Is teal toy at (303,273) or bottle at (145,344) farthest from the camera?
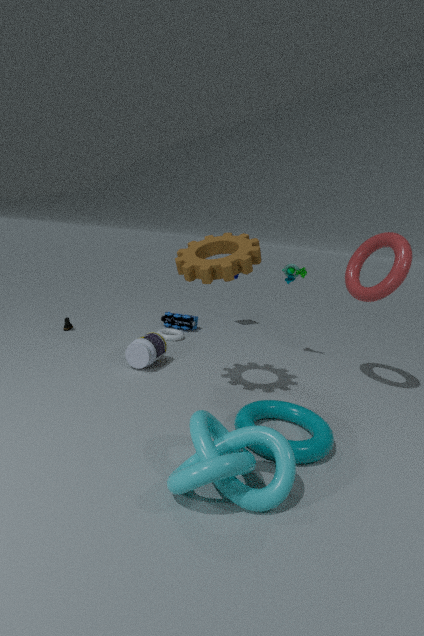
teal toy at (303,273)
